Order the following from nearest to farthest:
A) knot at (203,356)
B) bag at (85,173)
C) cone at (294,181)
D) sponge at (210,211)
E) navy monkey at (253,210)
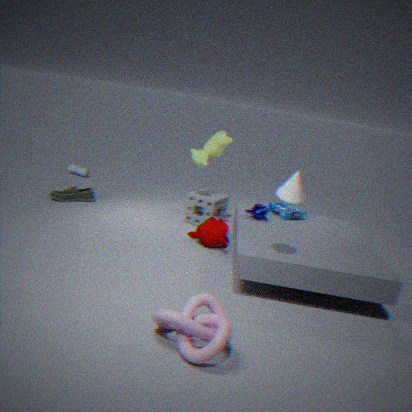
1. knot at (203,356)
2. cone at (294,181)
3. navy monkey at (253,210)
4. sponge at (210,211)
5. bag at (85,173)
